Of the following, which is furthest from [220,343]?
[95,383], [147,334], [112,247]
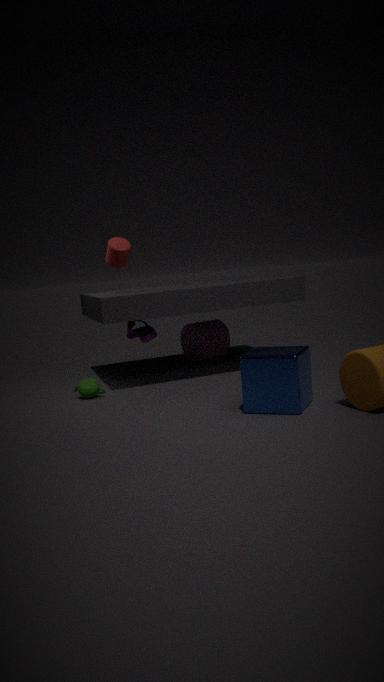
[95,383]
